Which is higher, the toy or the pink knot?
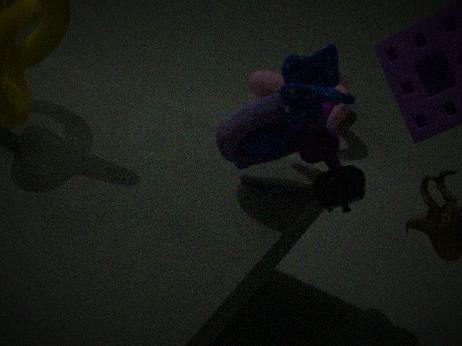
the toy
